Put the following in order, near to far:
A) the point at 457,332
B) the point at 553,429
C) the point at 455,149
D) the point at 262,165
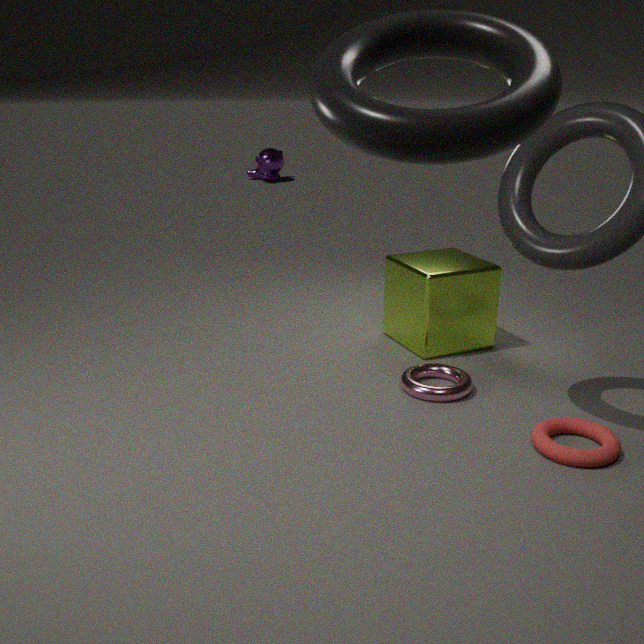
the point at 455,149 → the point at 553,429 → the point at 457,332 → the point at 262,165
